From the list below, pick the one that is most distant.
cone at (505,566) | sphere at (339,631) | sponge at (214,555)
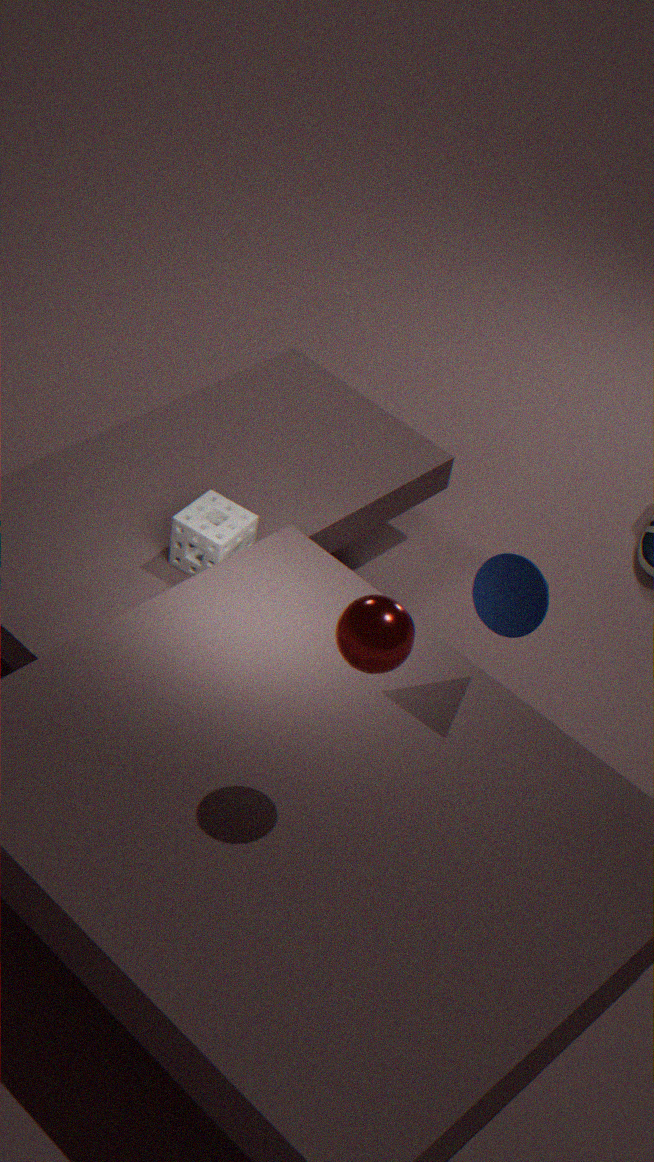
sponge at (214,555)
